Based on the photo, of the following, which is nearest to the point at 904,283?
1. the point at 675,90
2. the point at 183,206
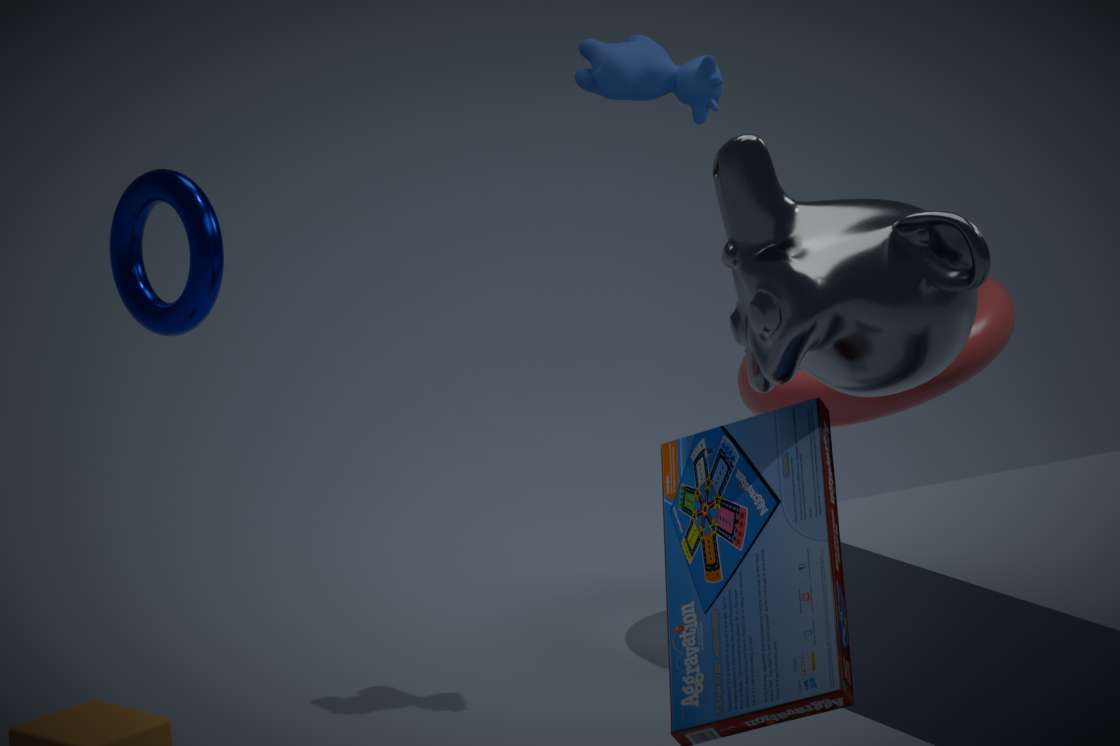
the point at 675,90
